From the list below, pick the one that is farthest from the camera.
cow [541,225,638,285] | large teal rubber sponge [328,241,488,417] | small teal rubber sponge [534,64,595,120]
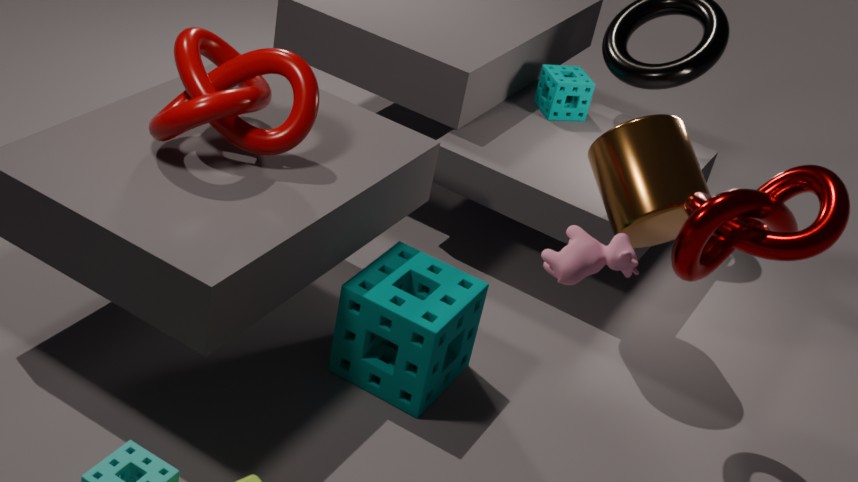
small teal rubber sponge [534,64,595,120]
